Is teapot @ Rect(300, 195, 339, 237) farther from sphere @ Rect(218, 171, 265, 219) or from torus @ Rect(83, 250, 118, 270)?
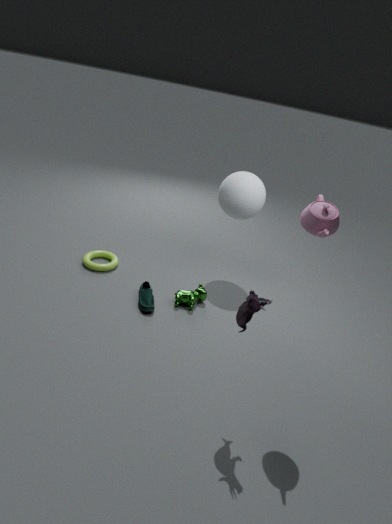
torus @ Rect(83, 250, 118, 270)
